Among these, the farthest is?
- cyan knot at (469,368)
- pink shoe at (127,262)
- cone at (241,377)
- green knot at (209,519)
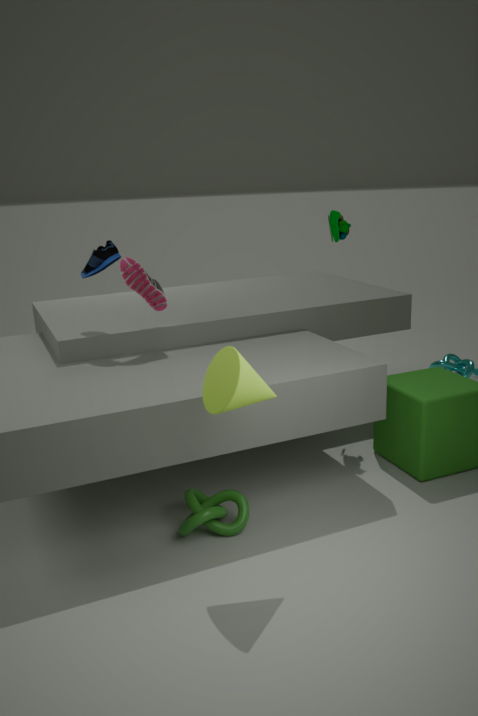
cyan knot at (469,368)
